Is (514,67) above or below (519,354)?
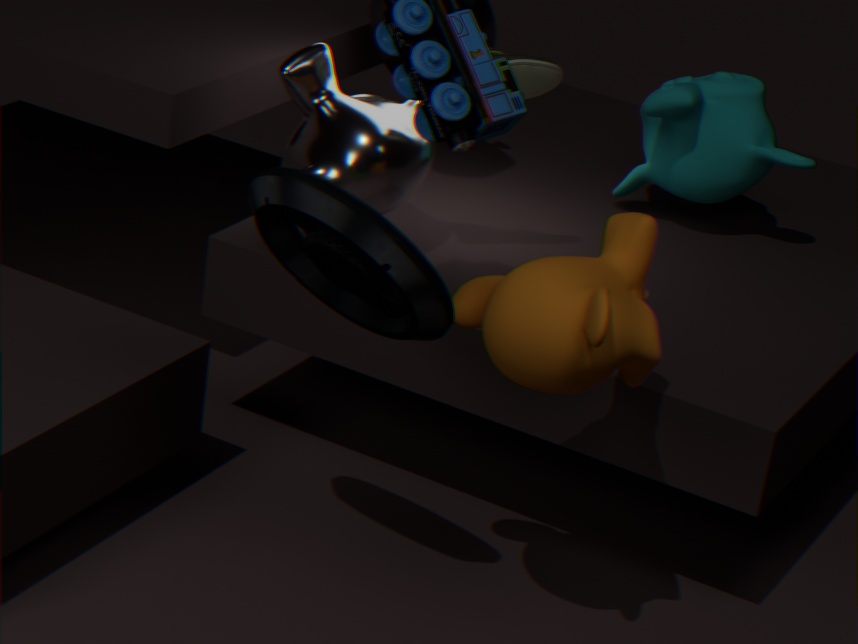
above
